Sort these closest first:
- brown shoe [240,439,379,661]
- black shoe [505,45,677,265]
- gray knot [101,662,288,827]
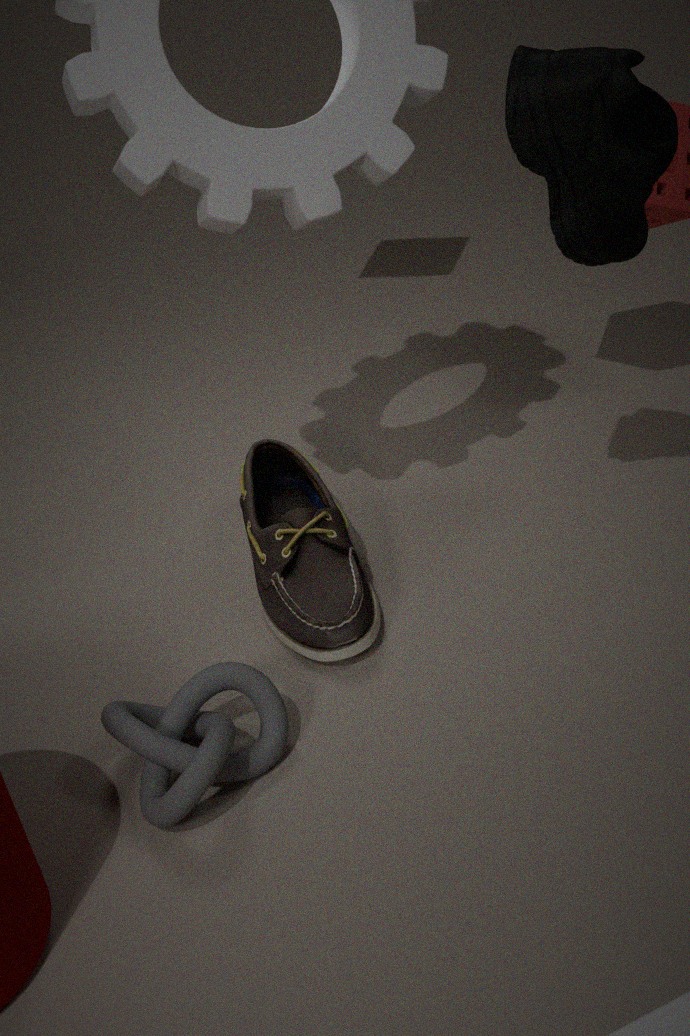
black shoe [505,45,677,265]
gray knot [101,662,288,827]
brown shoe [240,439,379,661]
